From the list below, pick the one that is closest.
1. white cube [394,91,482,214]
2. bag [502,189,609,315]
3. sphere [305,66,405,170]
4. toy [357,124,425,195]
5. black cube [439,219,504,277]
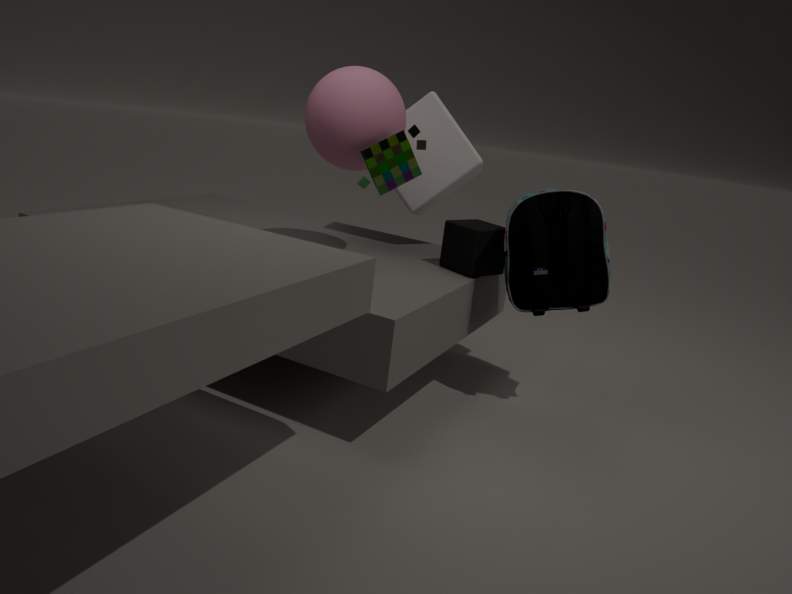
toy [357,124,425,195]
